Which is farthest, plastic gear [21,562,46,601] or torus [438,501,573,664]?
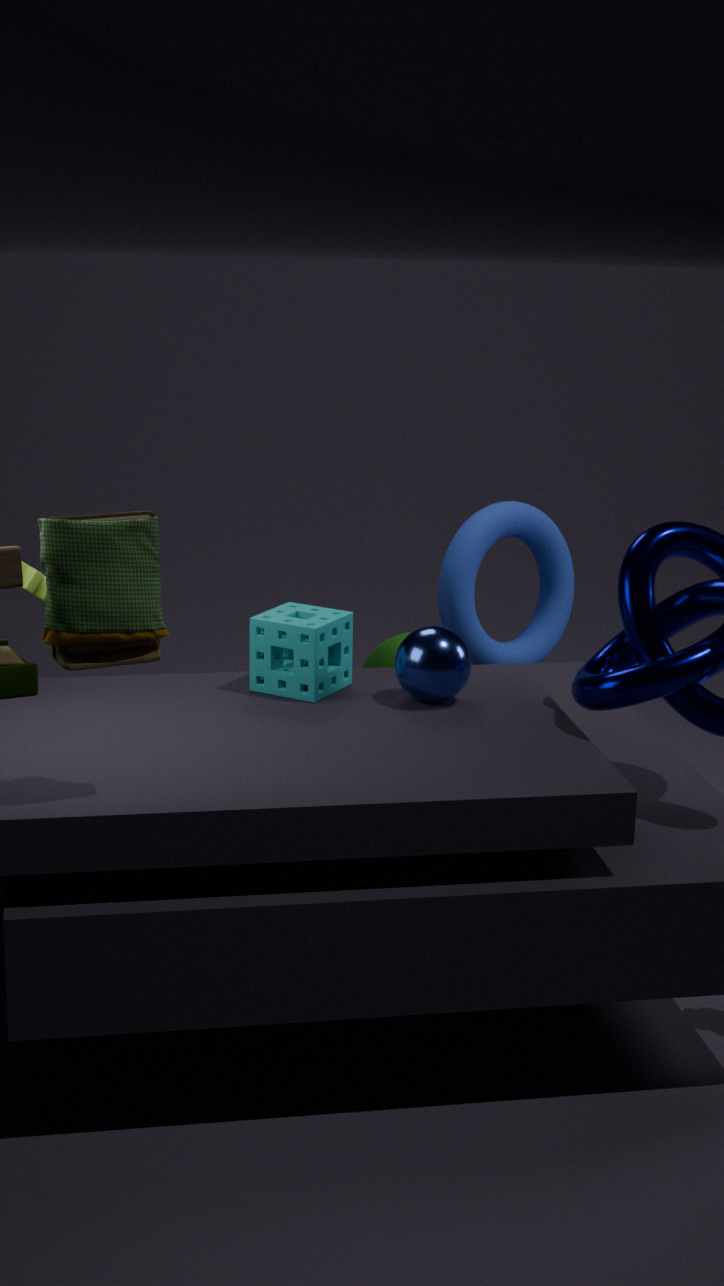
torus [438,501,573,664]
